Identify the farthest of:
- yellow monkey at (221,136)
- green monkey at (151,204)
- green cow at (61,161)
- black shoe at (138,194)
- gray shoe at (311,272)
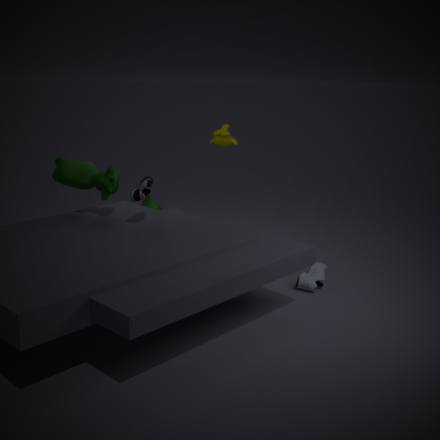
green monkey at (151,204)
